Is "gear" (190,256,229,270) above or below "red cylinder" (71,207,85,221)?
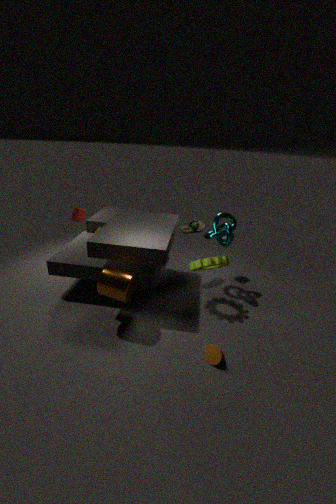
below
